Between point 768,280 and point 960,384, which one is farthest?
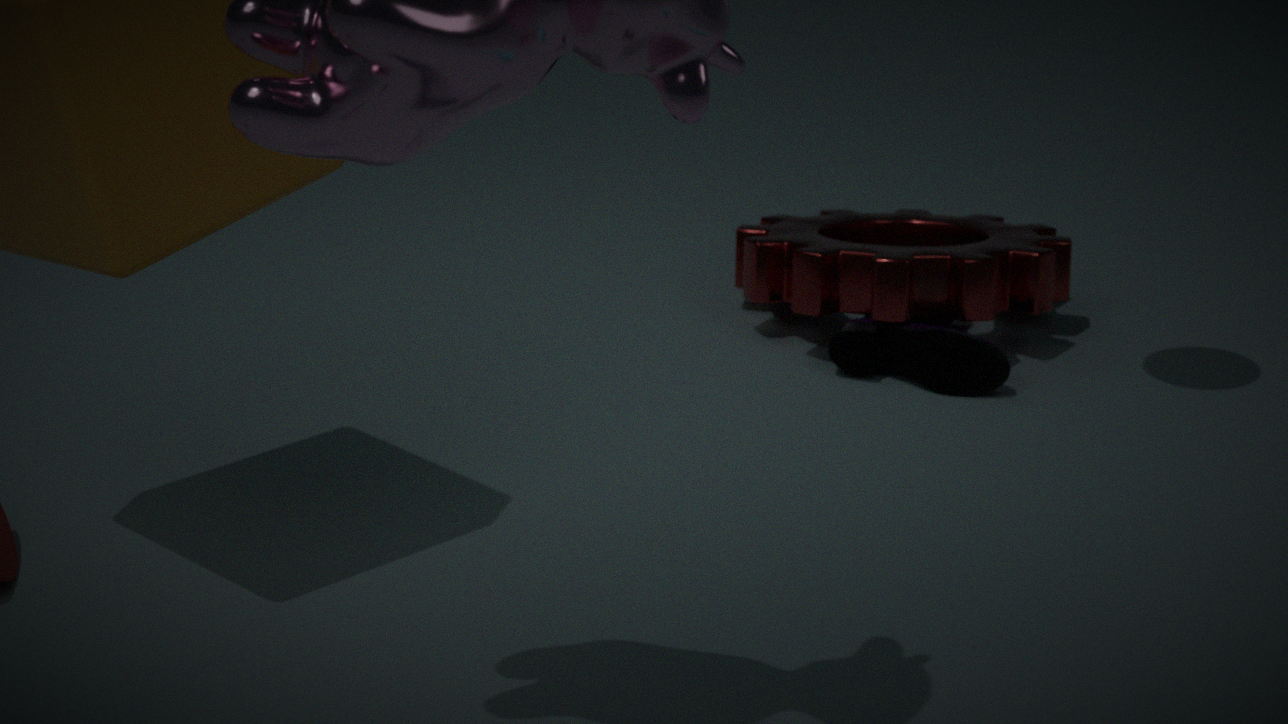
point 768,280
